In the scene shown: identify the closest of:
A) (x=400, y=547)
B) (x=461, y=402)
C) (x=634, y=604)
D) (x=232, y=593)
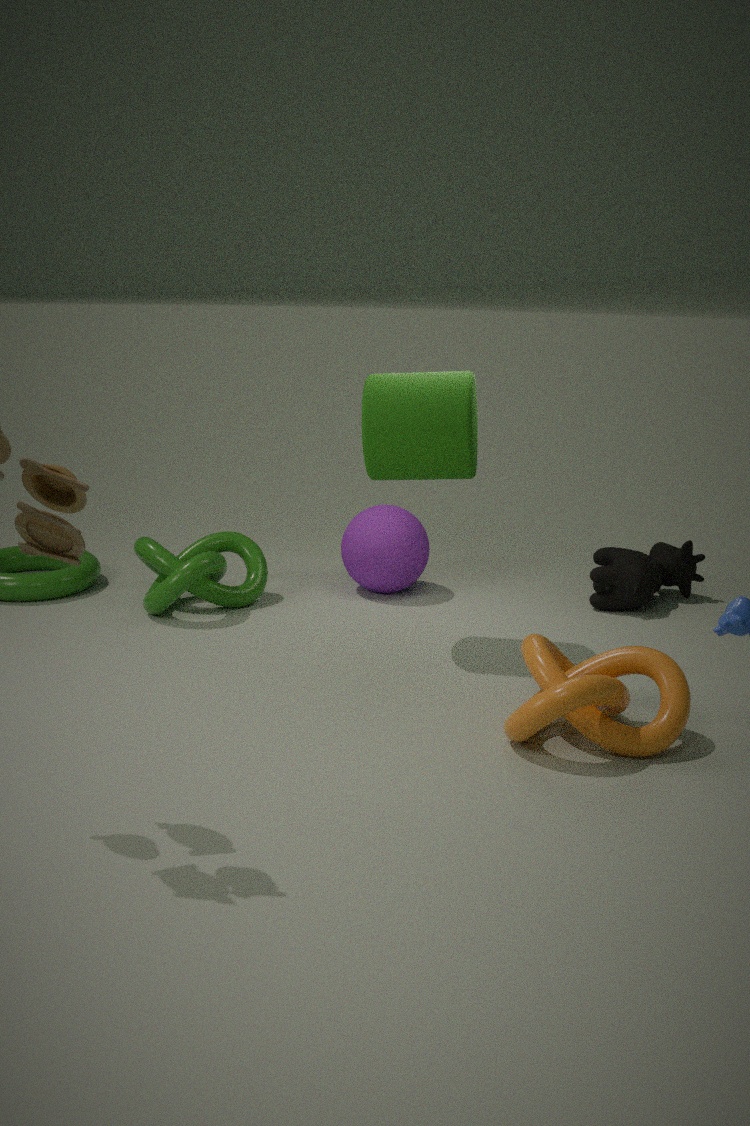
(x=461, y=402)
